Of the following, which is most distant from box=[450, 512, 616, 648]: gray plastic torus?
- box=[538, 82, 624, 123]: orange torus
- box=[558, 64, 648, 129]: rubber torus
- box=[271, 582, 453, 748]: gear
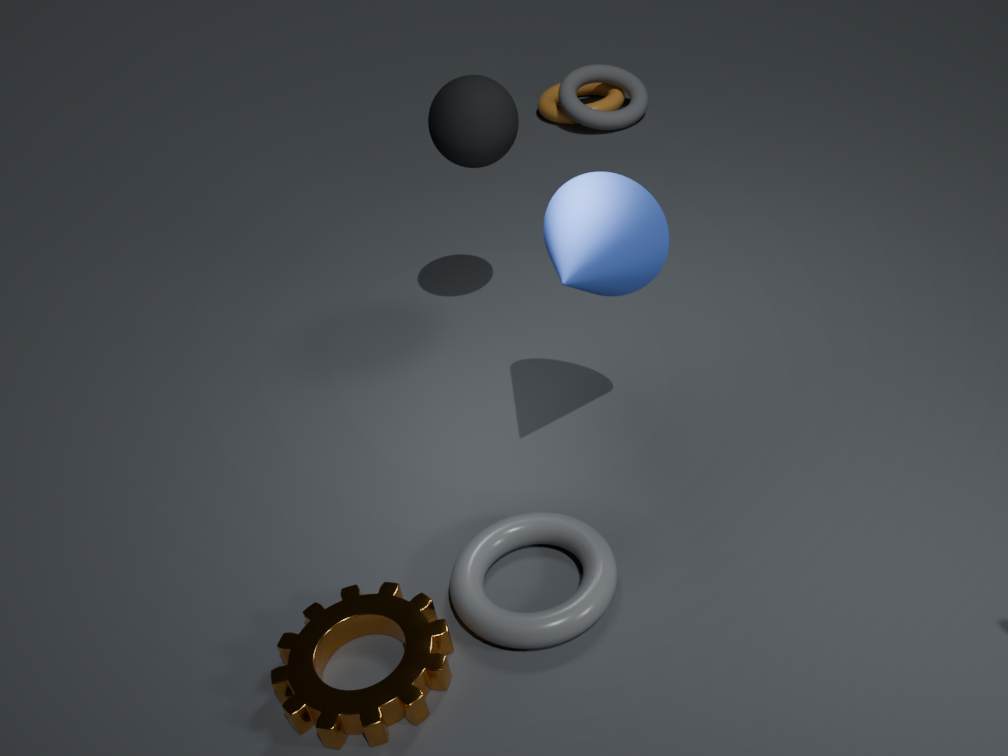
Answer: box=[538, 82, 624, 123]: orange torus
